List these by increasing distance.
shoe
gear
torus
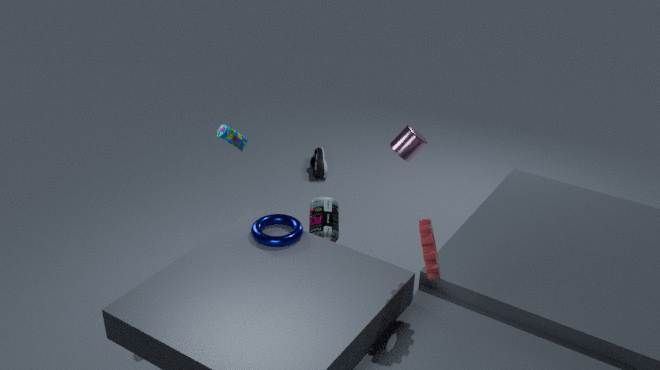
gear → torus → shoe
